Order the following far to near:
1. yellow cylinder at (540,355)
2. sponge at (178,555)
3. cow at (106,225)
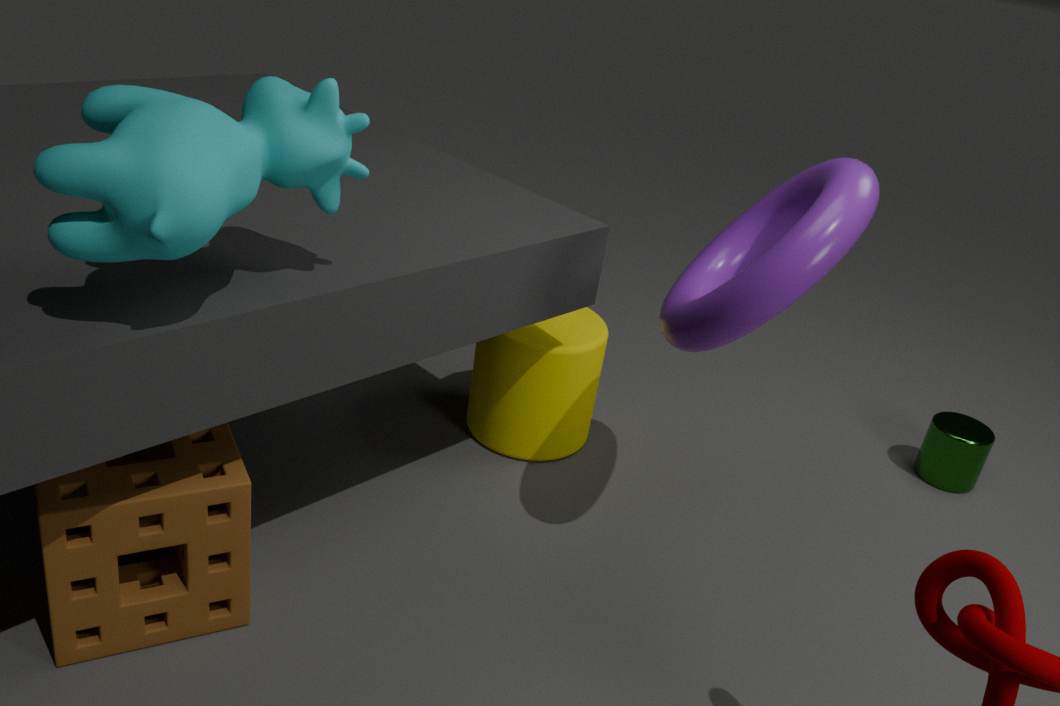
yellow cylinder at (540,355) < sponge at (178,555) < cow at (106,225)
